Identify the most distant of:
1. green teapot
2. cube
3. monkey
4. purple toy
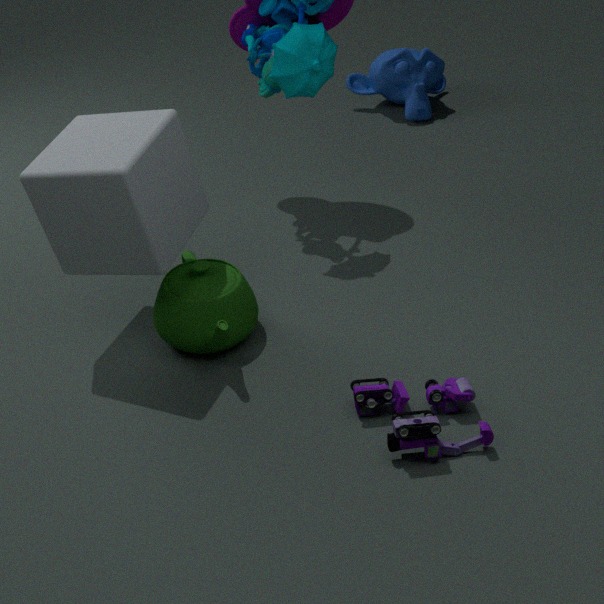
monkey
